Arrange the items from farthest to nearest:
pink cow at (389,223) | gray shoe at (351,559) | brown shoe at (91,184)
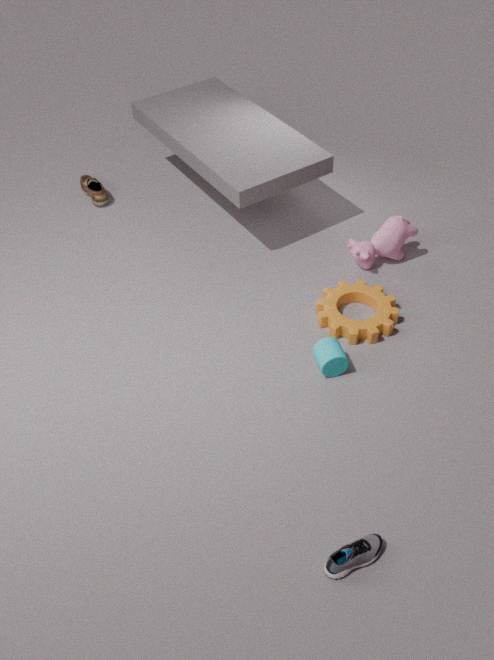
brown shoe at (91,184) < pink cow at (389,223) < gray shoe at (351,559)
